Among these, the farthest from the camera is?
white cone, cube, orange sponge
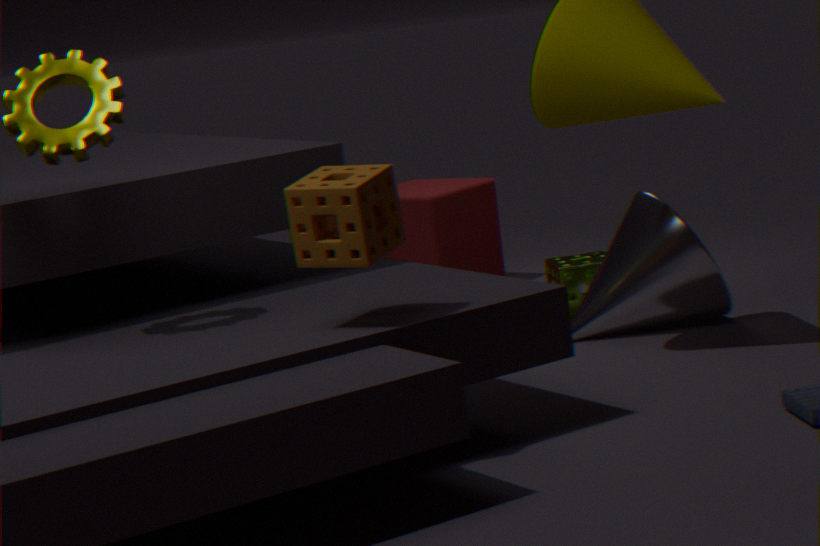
cube
